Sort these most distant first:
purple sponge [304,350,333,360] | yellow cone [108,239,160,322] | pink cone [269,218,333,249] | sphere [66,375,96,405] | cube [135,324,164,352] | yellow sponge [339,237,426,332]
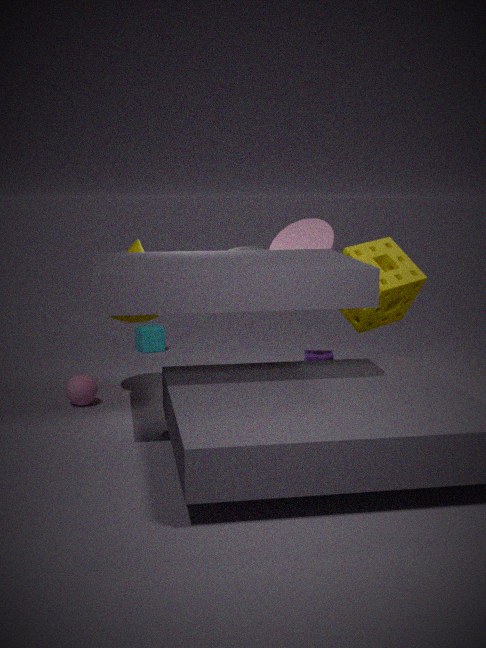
1. cube [135,324,164,352]
2. purple sponge [304,350,333,360]
3. pink cone [269,218,333,249]
4. sphere [66,375,96,405]
5. yellow cone [108,239,160,322]
6. yellow sponge [339,237,426,332]
